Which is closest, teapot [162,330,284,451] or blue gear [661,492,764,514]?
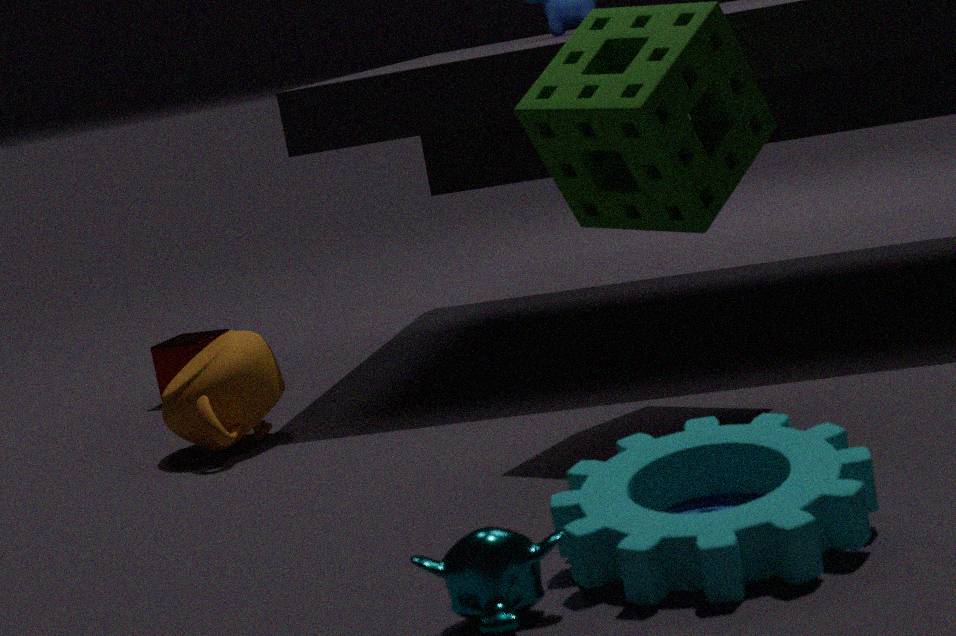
blue gear [661,492,764,514]
